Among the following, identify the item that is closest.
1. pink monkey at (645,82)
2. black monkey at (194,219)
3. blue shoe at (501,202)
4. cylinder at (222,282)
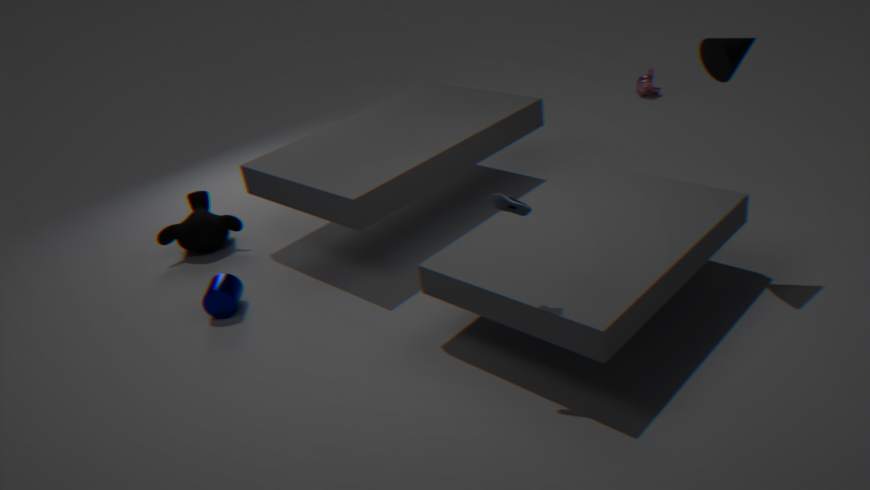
blue shoe at (501,202)
